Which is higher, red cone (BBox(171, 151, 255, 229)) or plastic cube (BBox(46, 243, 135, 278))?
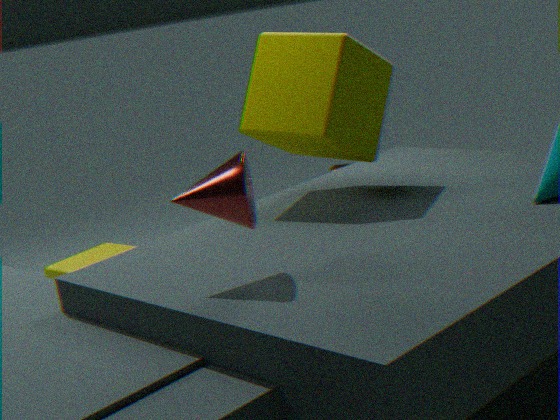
red cone (BBox(171, 151, 255, 229))
